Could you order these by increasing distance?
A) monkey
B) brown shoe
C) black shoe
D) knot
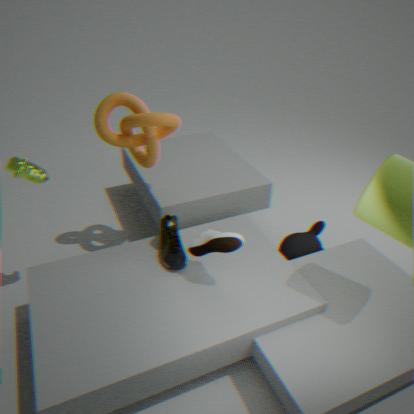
brown shoe
black shoe
knot
monkey
